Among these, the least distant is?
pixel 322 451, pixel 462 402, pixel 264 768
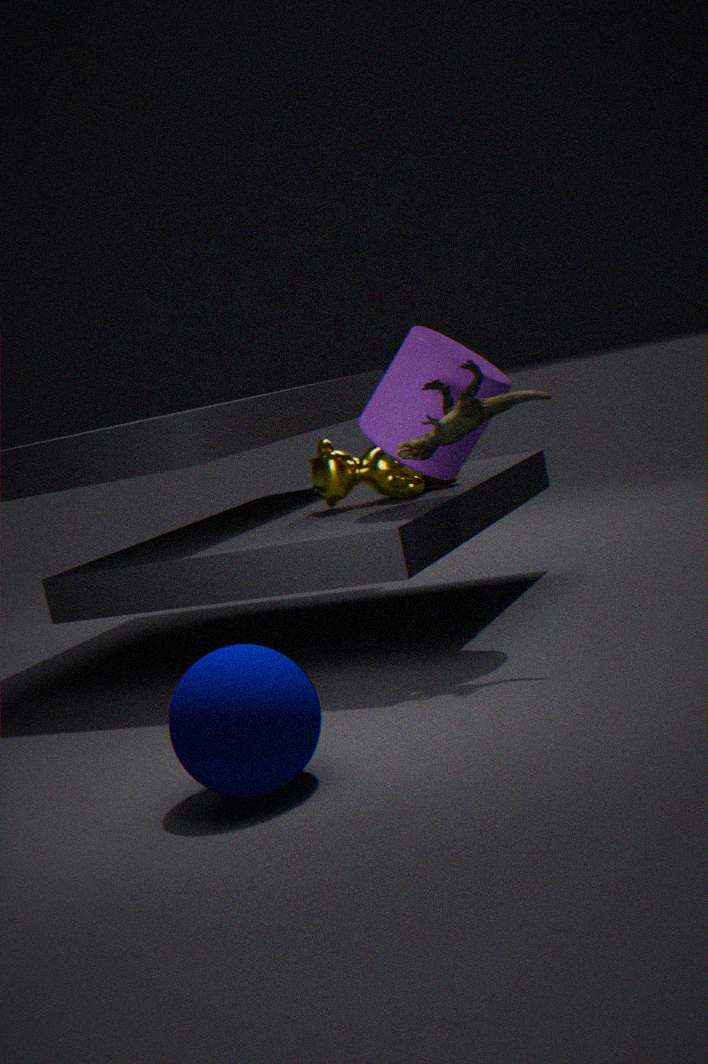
pixel 264 768
